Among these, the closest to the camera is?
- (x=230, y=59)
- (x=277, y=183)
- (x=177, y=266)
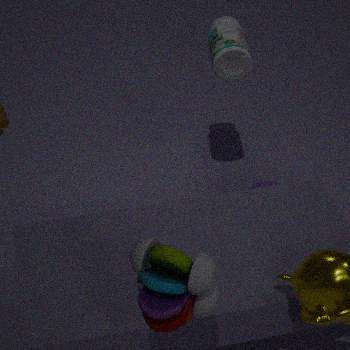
(x=177, y=266)
